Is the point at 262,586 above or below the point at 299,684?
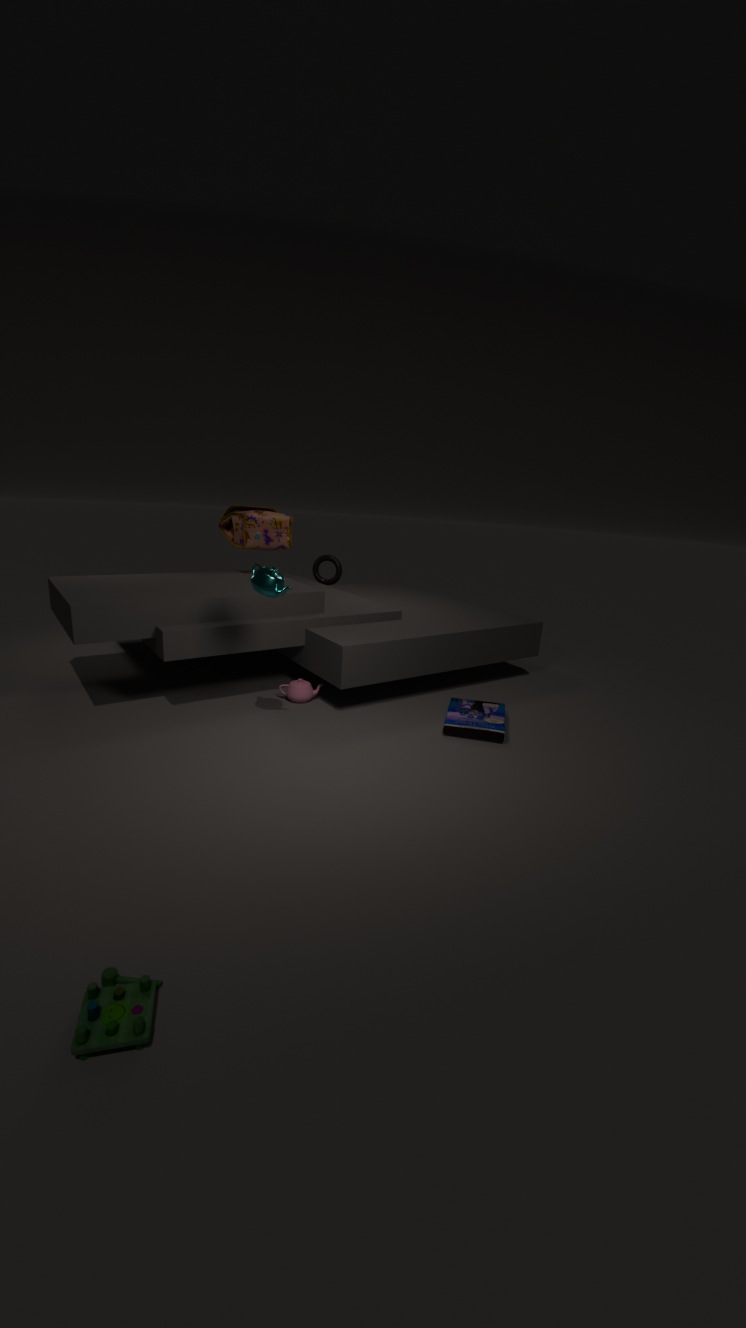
above
